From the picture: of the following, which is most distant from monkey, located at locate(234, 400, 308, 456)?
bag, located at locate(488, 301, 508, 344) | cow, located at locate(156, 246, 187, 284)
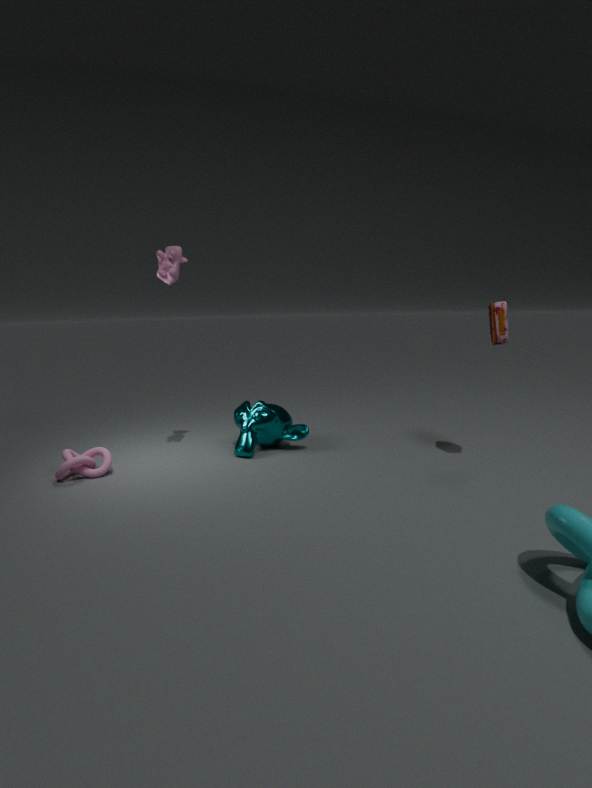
bag, located at locate(488, 301, 508, 344)
